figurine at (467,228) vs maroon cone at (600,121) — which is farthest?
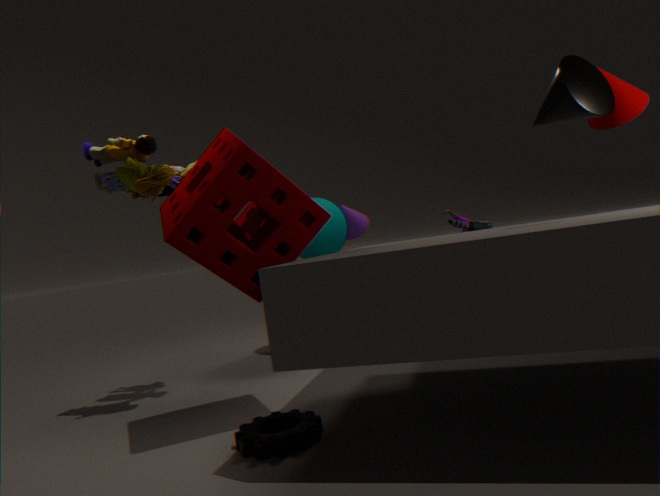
figurine at (467,228)
